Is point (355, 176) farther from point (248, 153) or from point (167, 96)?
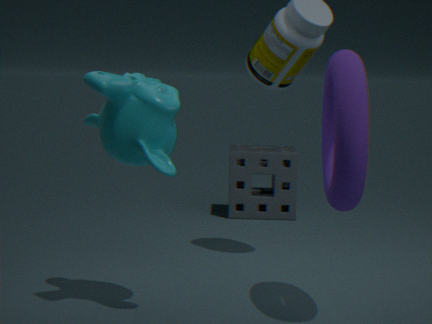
point (248, 153)
